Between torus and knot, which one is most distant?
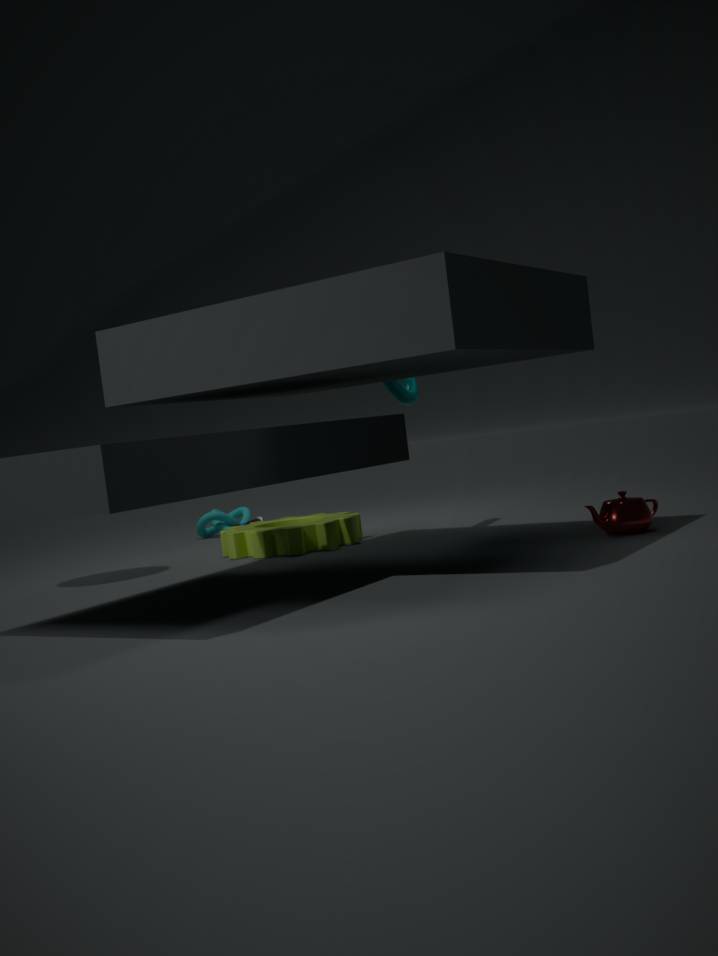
knot
